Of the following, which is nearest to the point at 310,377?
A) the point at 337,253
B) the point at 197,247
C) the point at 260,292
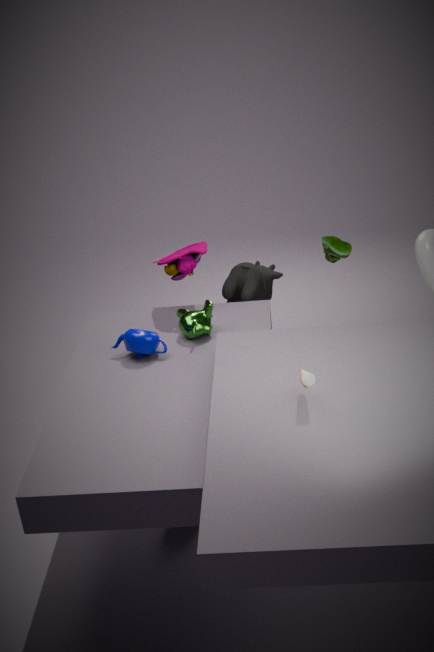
the point at 197,247
